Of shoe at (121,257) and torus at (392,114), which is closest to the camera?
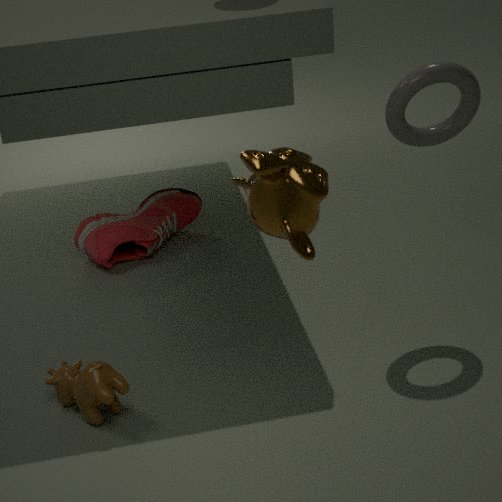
torus at (392,114)
